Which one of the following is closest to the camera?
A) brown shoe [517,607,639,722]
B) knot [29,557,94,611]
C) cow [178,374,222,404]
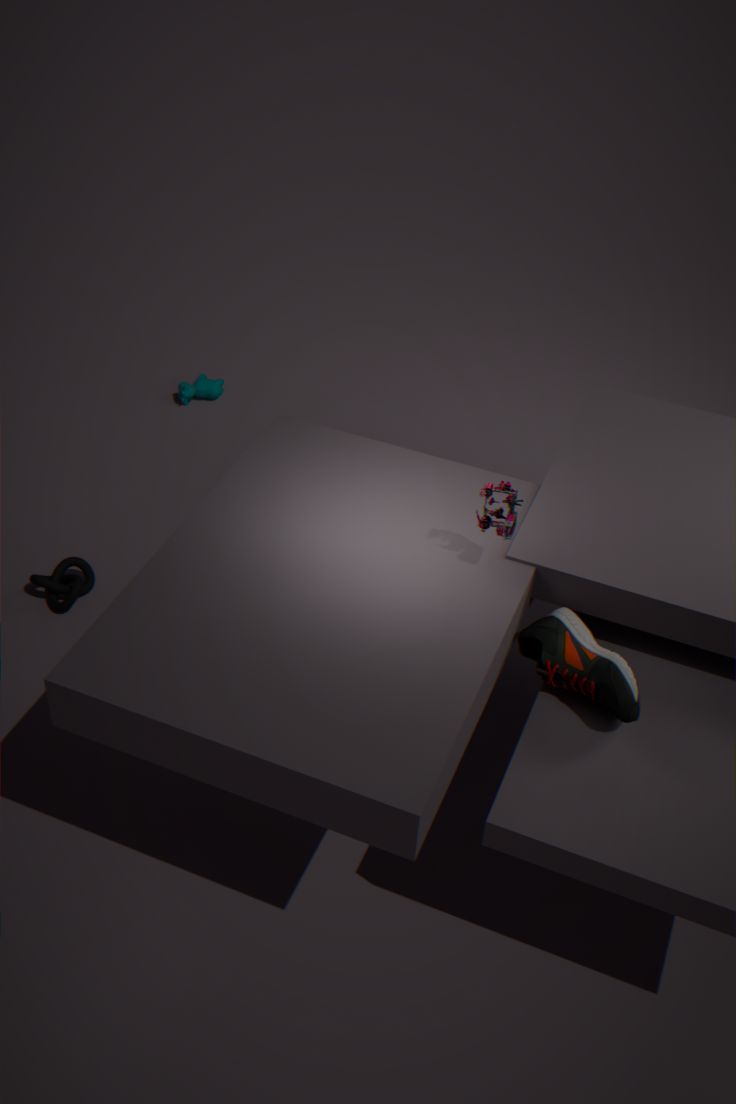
brown shoe [517,607,639,722]
